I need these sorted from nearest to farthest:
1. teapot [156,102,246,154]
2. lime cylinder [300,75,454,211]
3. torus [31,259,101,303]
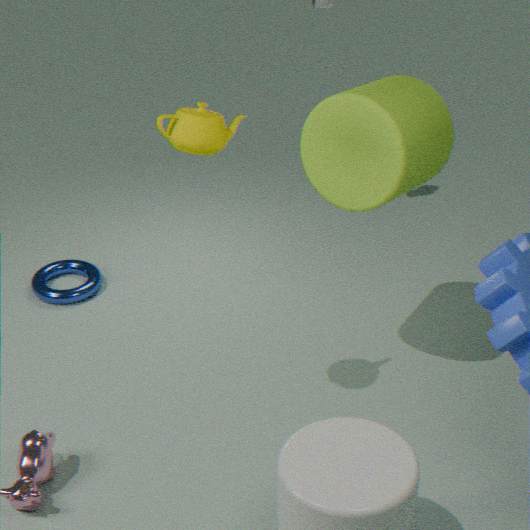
teapot [156,102,246,154], lime cylinder [300,75,454,211], torus [31,259,101,303]
